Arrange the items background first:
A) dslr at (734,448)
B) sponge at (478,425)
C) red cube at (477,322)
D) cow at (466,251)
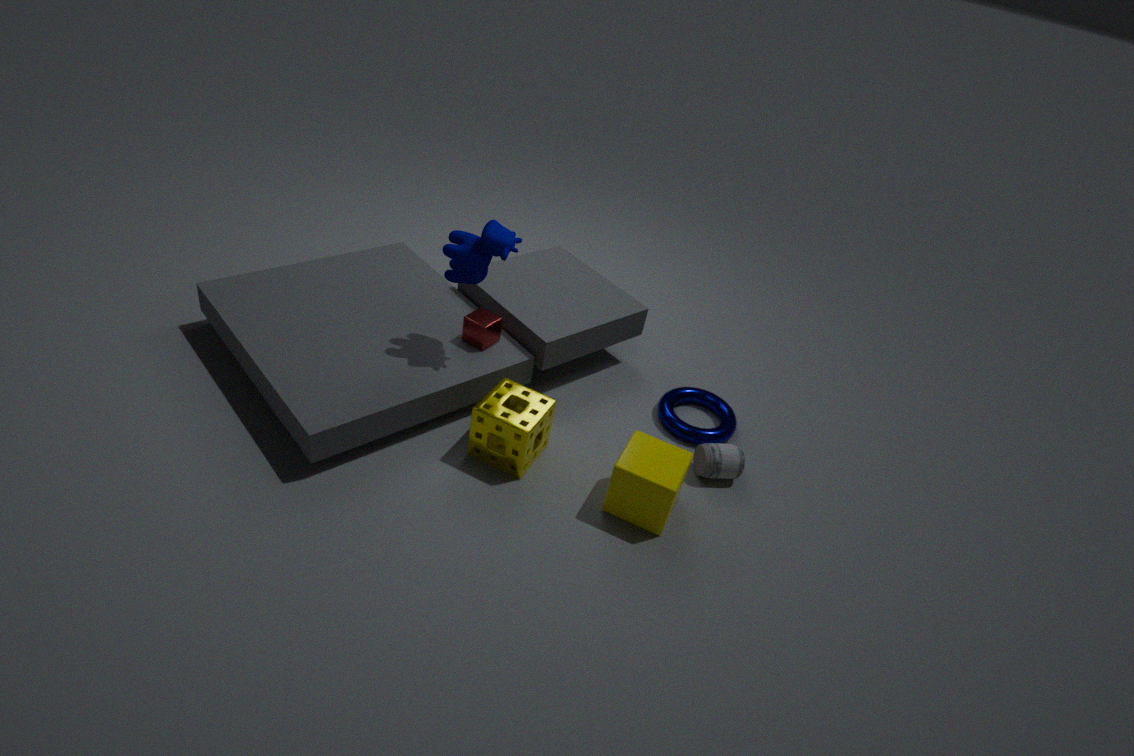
red cube at (477,322) < dslr at (734,448) < cow at (466,251) < sponge at (478,425)
